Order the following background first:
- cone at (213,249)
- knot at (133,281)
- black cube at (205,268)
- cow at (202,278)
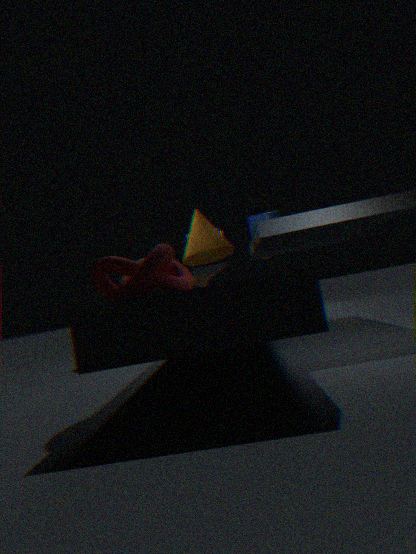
cow at (202,278), black cube at (205,268), cone at (213,249), knot at (133,281)
